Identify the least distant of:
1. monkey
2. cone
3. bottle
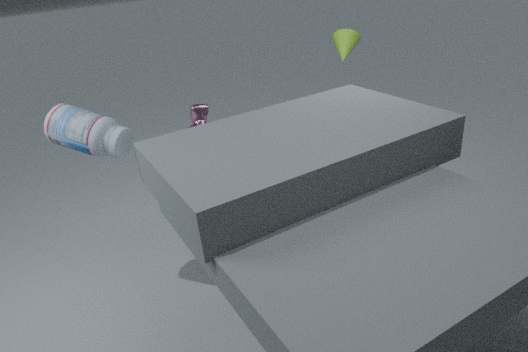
bottle
